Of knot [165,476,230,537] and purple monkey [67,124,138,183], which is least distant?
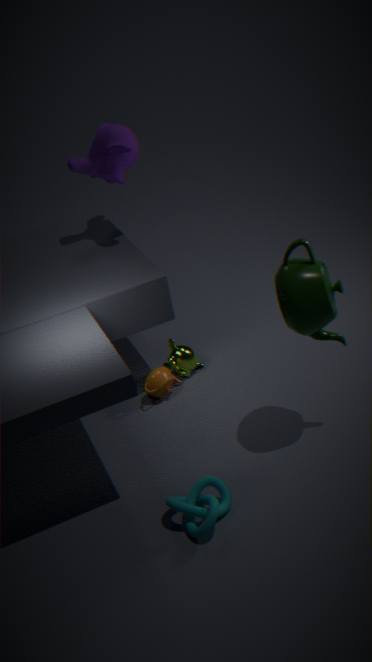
knot [165,476,230,537]
